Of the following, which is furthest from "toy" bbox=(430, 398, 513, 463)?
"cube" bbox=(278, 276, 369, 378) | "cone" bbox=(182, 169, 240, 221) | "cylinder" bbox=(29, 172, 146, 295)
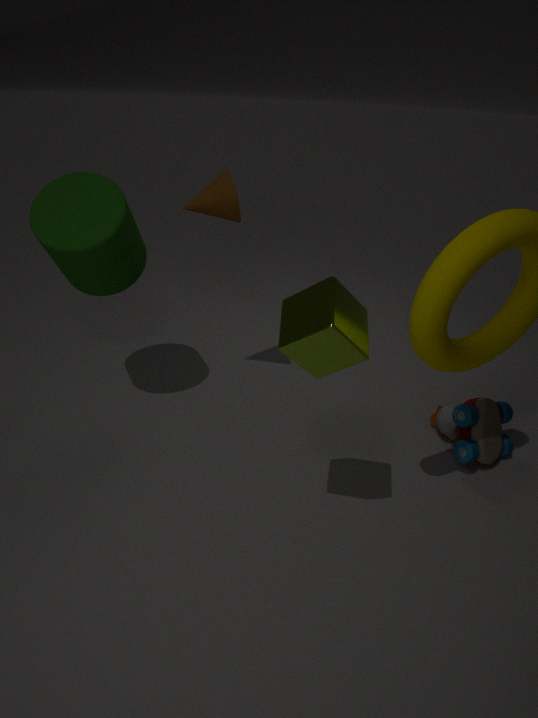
"cylinder" bbox=(29, 172, 146, 295)
